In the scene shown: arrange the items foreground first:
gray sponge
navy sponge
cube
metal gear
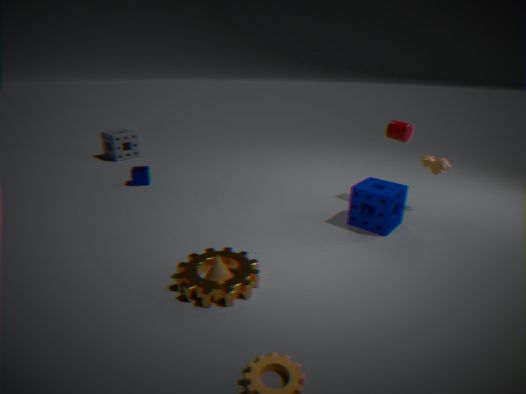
metal gear < navy sponge < cube < gray sponge
